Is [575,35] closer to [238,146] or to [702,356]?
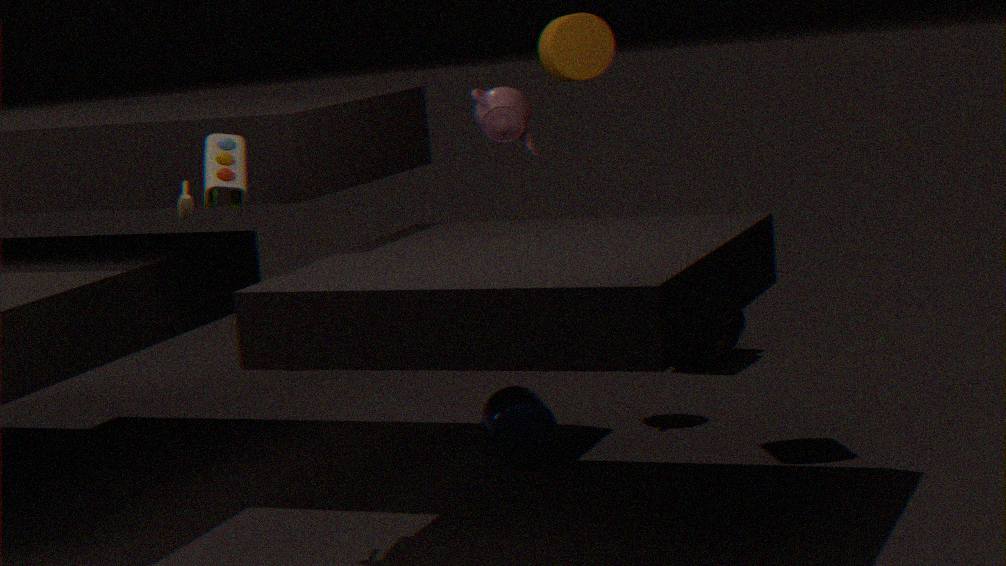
[238,146]
